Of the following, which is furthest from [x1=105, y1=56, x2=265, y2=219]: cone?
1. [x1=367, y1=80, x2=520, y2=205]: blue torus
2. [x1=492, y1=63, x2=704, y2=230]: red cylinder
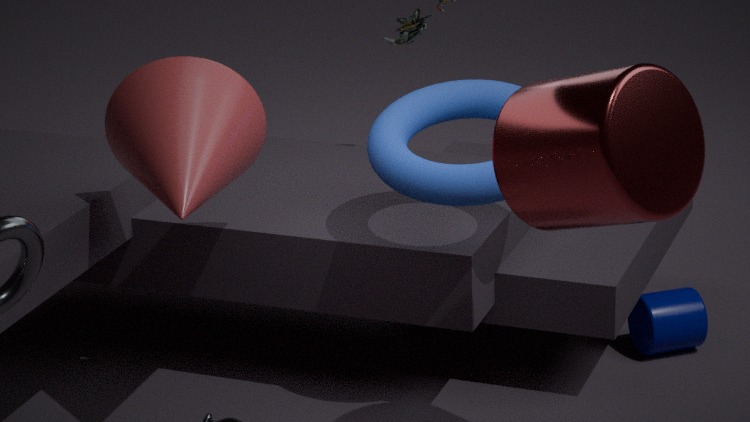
[x1=492, y1=63, x2=704, y2=230]: red cylinder
